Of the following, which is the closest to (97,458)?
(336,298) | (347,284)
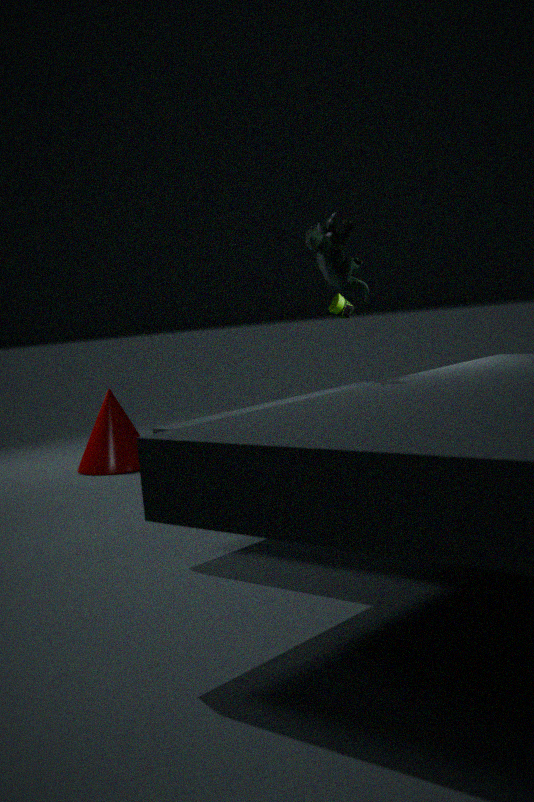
(336,298)
